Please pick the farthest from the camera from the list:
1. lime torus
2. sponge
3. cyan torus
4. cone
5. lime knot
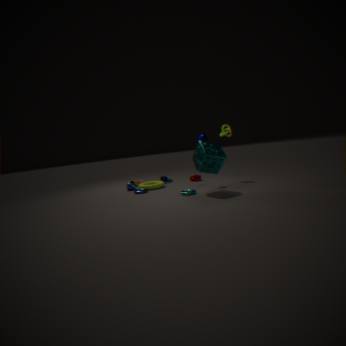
cone
